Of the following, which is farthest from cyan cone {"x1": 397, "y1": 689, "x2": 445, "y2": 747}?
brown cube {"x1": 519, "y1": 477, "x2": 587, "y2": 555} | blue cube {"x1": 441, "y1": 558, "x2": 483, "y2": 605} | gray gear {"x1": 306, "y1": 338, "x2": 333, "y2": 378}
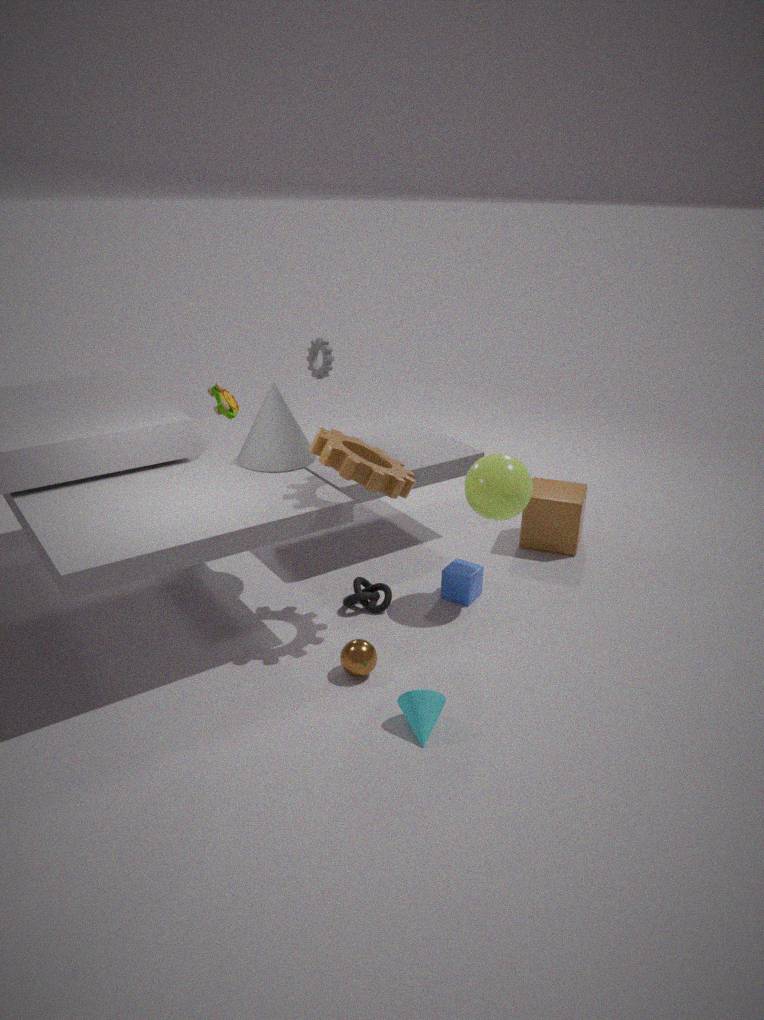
gray gear {"x1": 306, "y1": 338, "x2": 333, "y2": 378}
